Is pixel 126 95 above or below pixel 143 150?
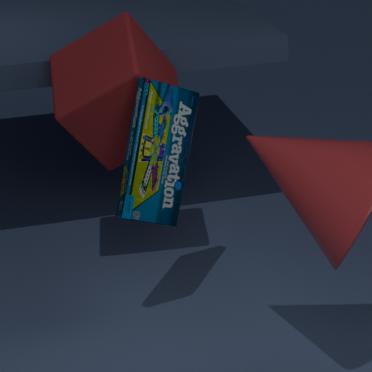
above
